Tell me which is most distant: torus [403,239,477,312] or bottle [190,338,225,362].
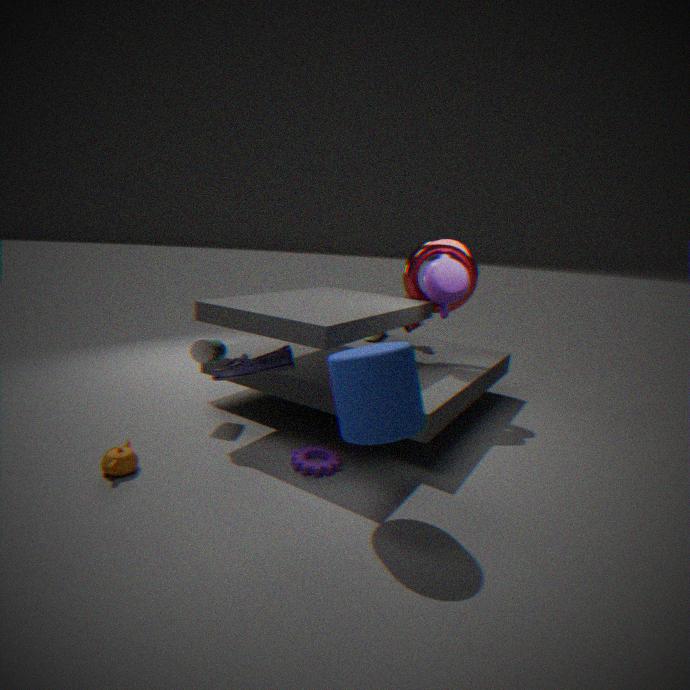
torus [403,239,477,312]
